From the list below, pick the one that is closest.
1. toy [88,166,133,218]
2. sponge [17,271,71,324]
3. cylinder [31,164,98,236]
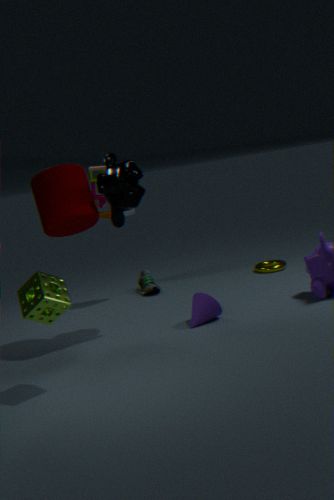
sponge [17,271,71,324]
